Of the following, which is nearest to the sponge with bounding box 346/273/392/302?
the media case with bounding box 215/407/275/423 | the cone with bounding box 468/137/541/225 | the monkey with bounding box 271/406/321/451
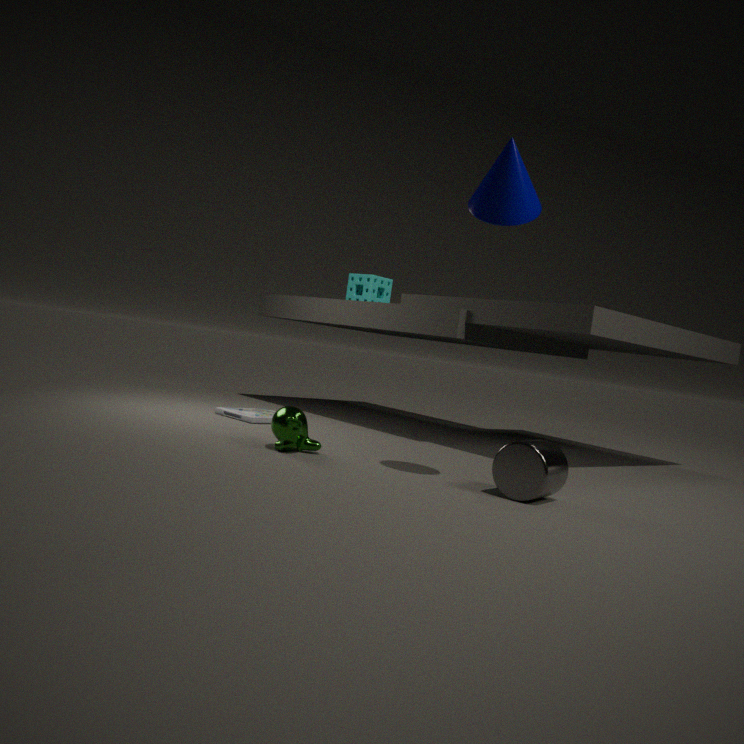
the media case with bounding box 215/407/275/423
